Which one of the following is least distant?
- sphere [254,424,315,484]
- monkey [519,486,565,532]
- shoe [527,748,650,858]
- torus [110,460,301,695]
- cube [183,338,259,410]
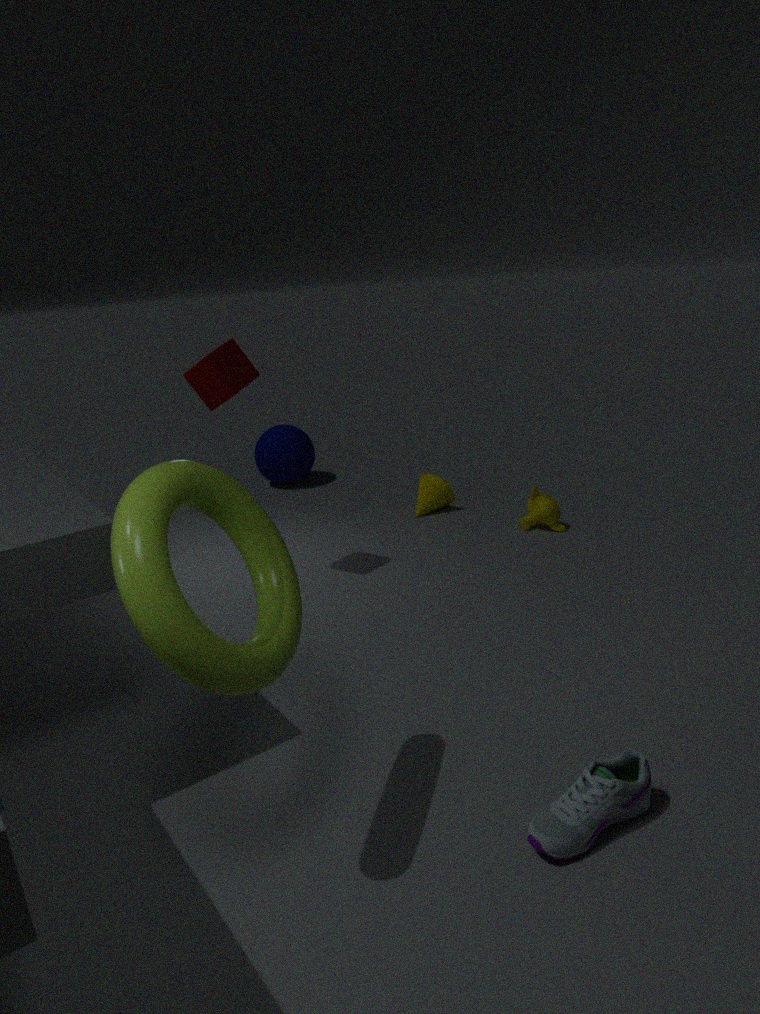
torus [110,460,301,695]
